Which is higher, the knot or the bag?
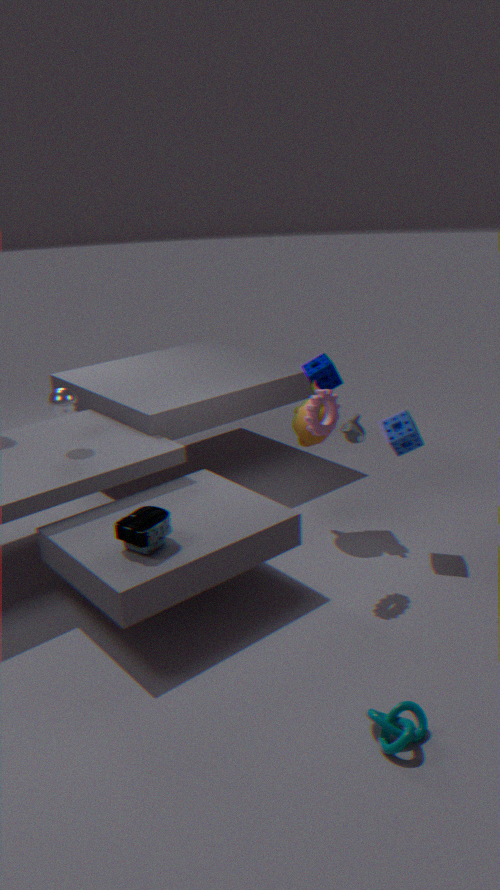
the bag
